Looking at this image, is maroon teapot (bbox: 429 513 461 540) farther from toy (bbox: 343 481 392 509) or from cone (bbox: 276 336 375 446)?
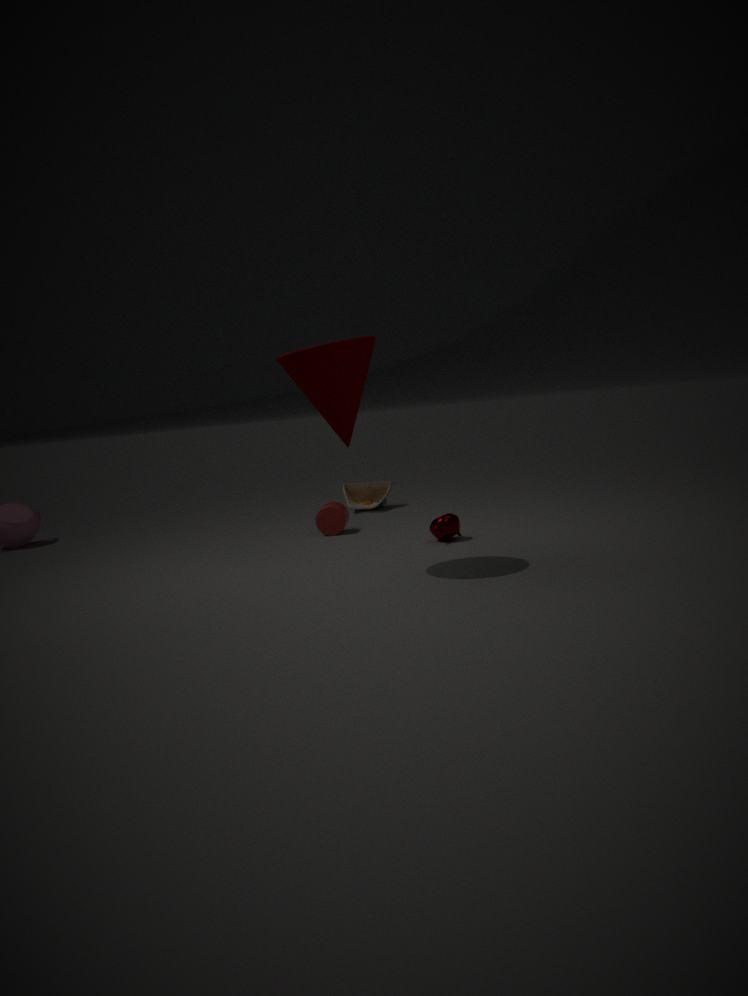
toy (bbox: 343 481 392 509)
